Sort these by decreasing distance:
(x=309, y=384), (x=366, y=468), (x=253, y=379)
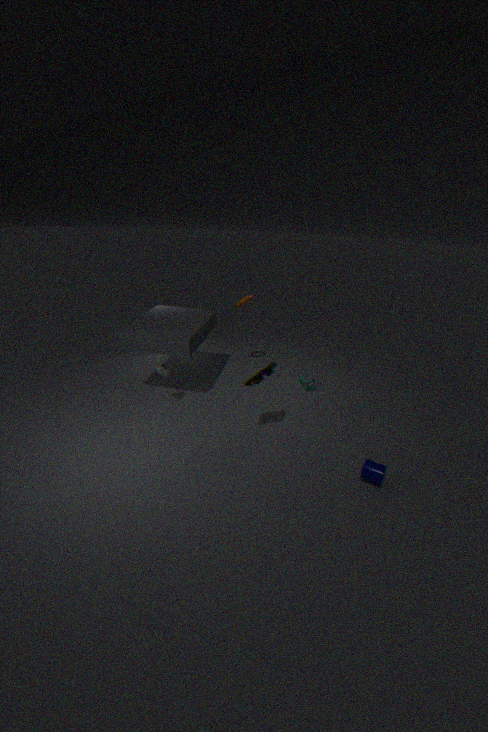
1. (x=309, y=384)
2. (x=253, y=379)
3. (x=366, y=468)
